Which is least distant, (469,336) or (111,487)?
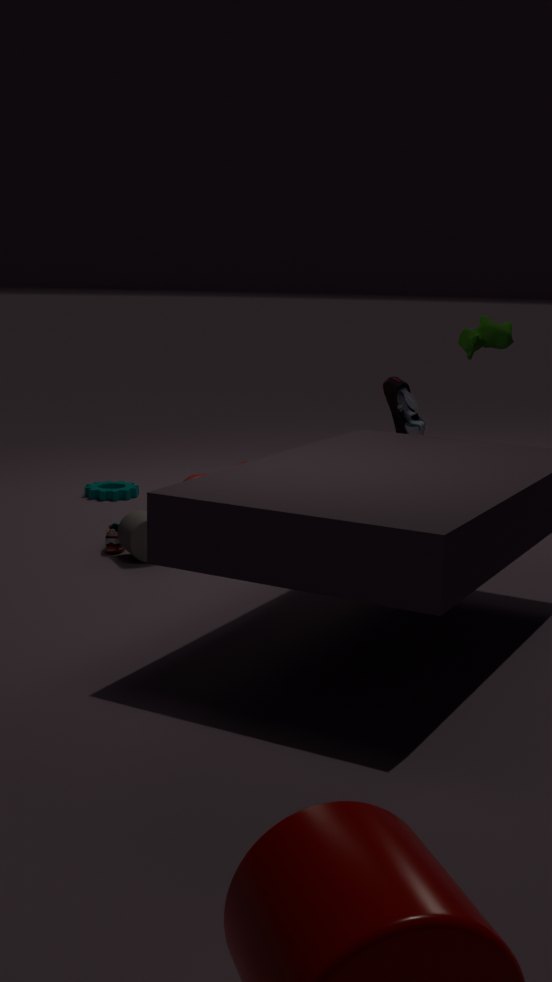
(469,336)
